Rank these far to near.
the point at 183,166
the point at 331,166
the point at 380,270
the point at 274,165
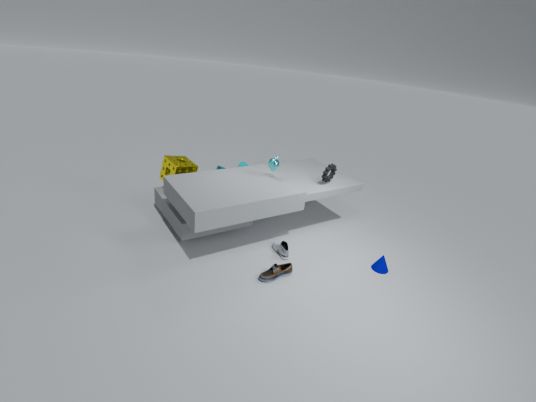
the point at 183,166
the point at 331,166
the point at 274,165
the point at 380,270
